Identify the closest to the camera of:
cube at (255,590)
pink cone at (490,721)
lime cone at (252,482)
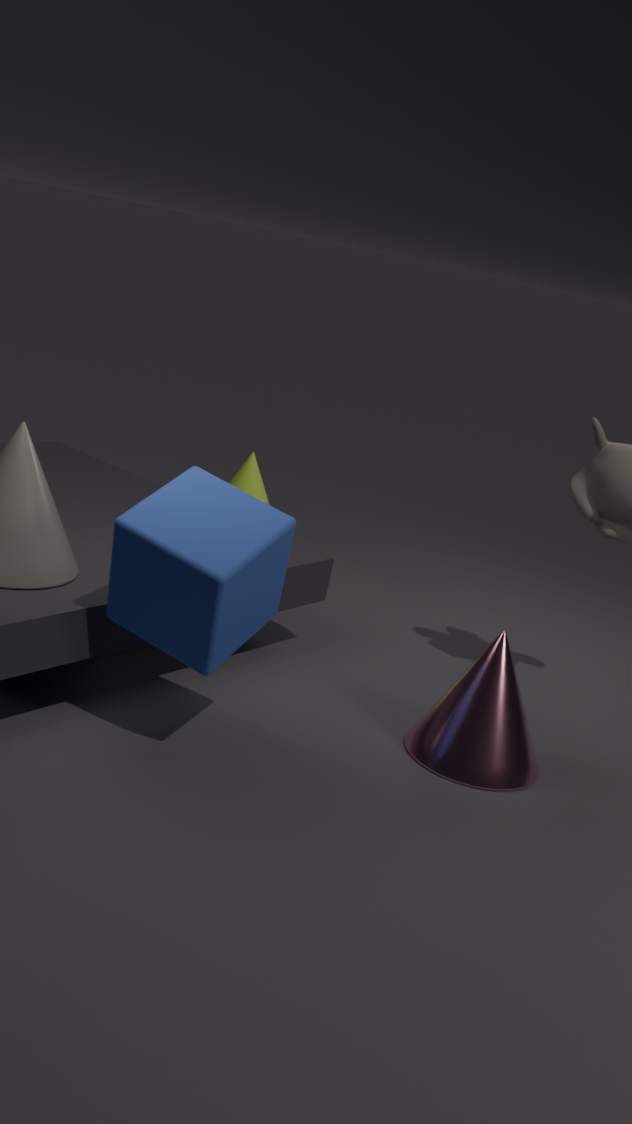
cube at (255,590)
